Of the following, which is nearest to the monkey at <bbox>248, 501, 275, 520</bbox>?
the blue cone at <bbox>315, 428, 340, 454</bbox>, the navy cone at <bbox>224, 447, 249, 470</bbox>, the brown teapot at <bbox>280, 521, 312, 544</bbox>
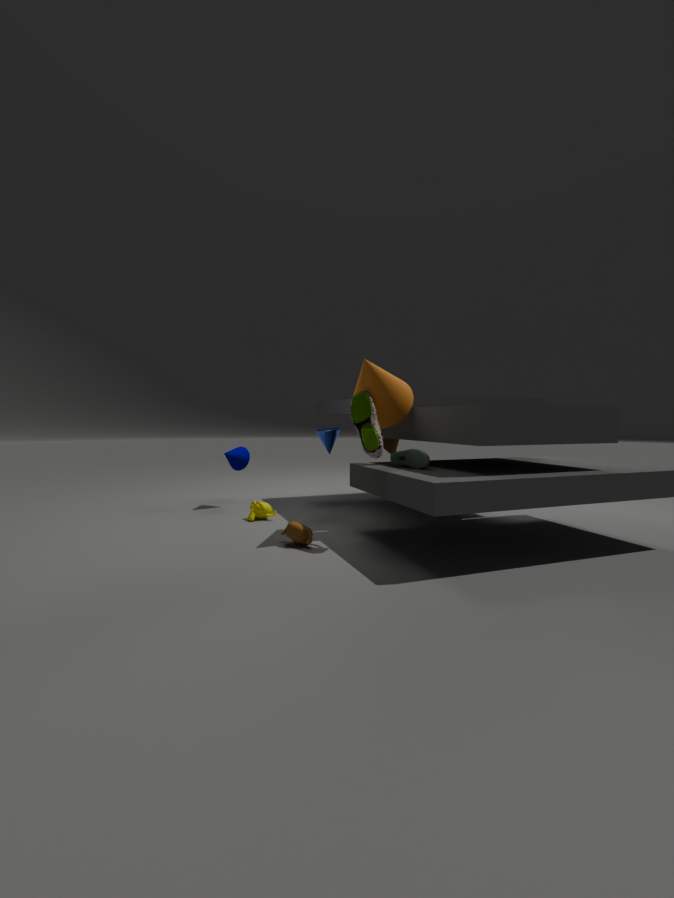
the navy cone at <bbox>224, 447, 249, 470</bbox>
